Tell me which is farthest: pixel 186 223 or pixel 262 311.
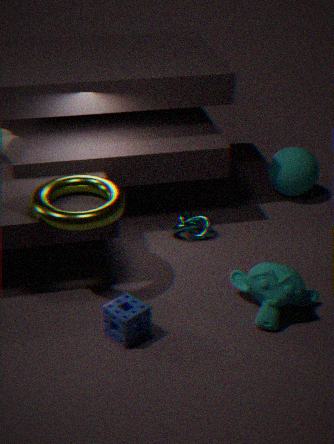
pixel 186 223
